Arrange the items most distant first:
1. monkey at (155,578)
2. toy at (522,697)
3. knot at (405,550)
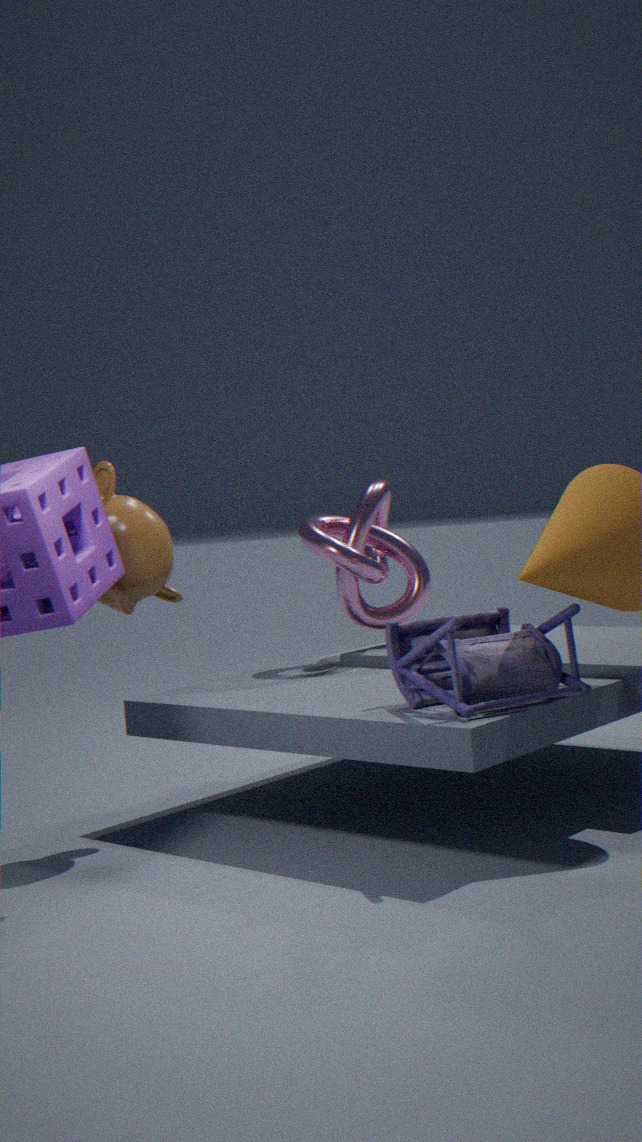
knot at (405,550)
monkey at (155,578)
toy at (522,697)
